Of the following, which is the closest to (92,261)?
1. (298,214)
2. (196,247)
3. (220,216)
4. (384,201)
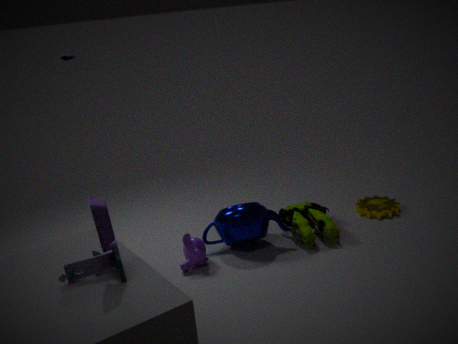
(196,247)
